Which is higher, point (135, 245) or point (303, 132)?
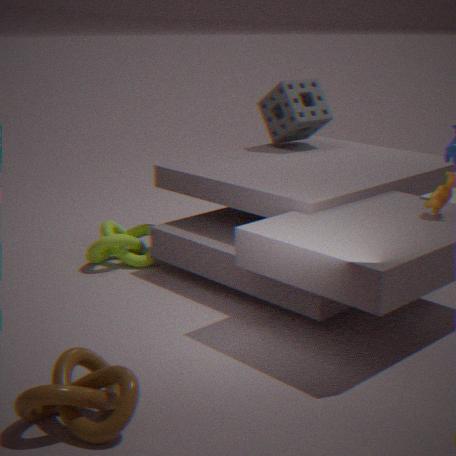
point (303, 132)
